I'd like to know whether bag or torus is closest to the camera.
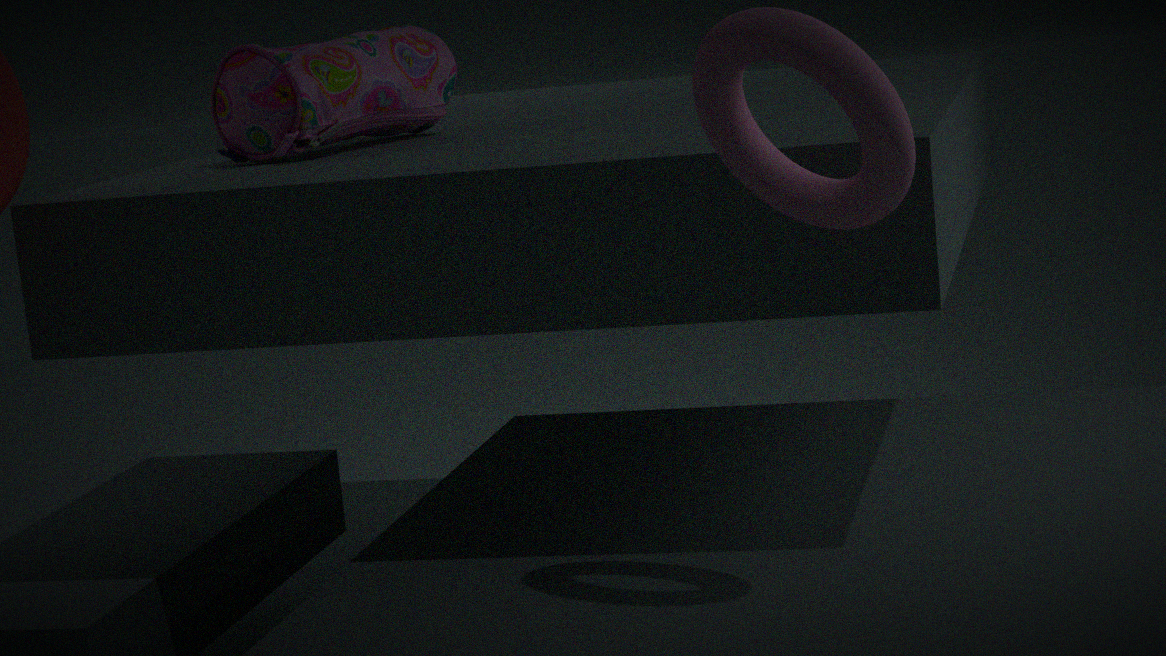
torus
